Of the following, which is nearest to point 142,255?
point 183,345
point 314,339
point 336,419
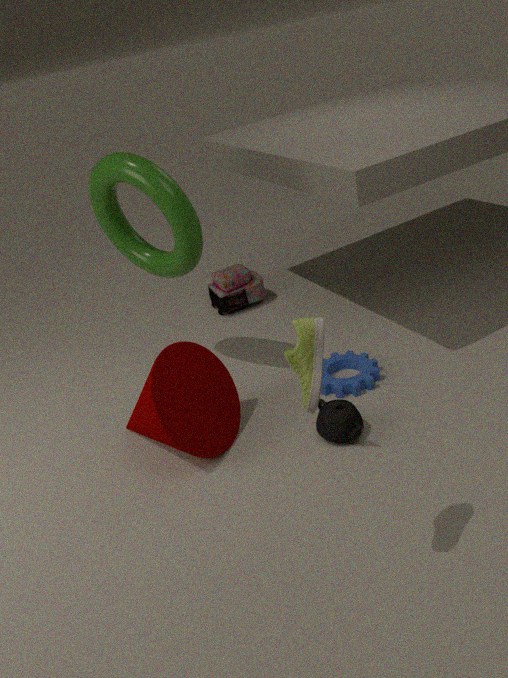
point 183,345
